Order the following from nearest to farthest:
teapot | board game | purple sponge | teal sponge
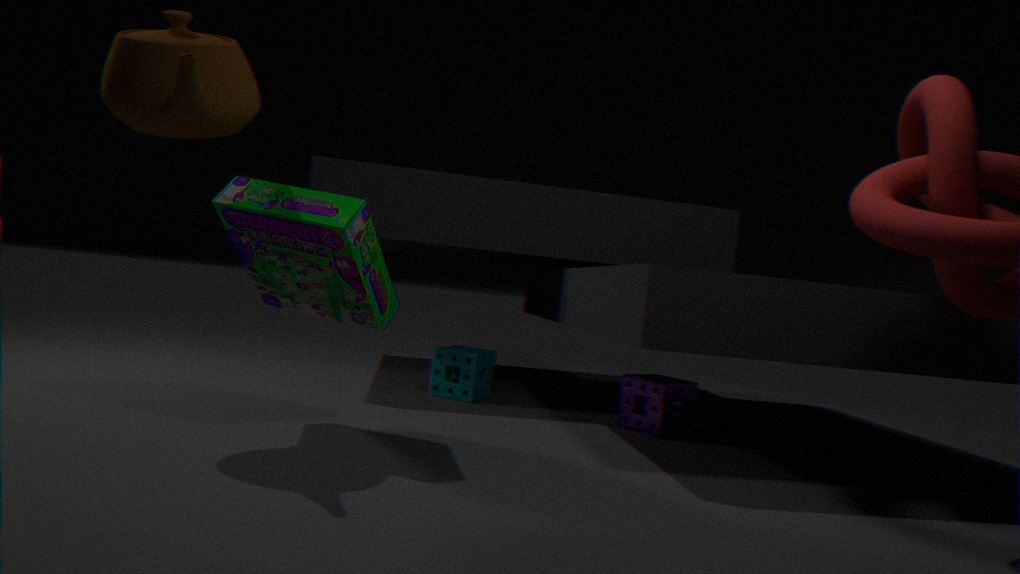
teapot
board game
purple sponge
teal sponge
